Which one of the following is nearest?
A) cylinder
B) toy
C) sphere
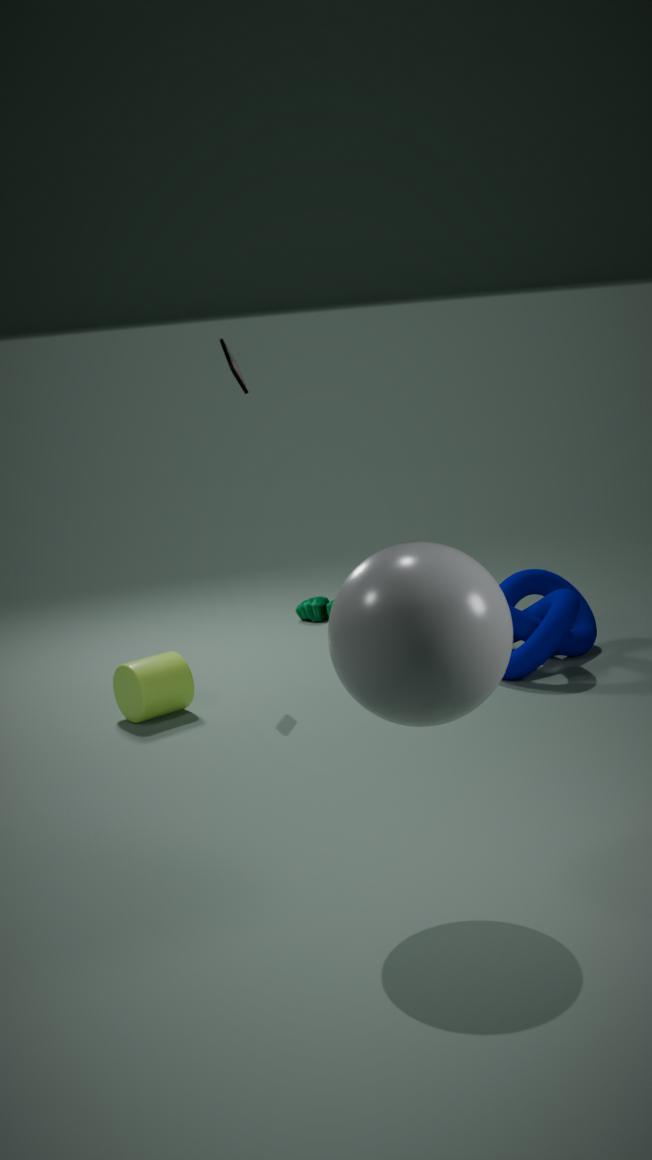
sphere
